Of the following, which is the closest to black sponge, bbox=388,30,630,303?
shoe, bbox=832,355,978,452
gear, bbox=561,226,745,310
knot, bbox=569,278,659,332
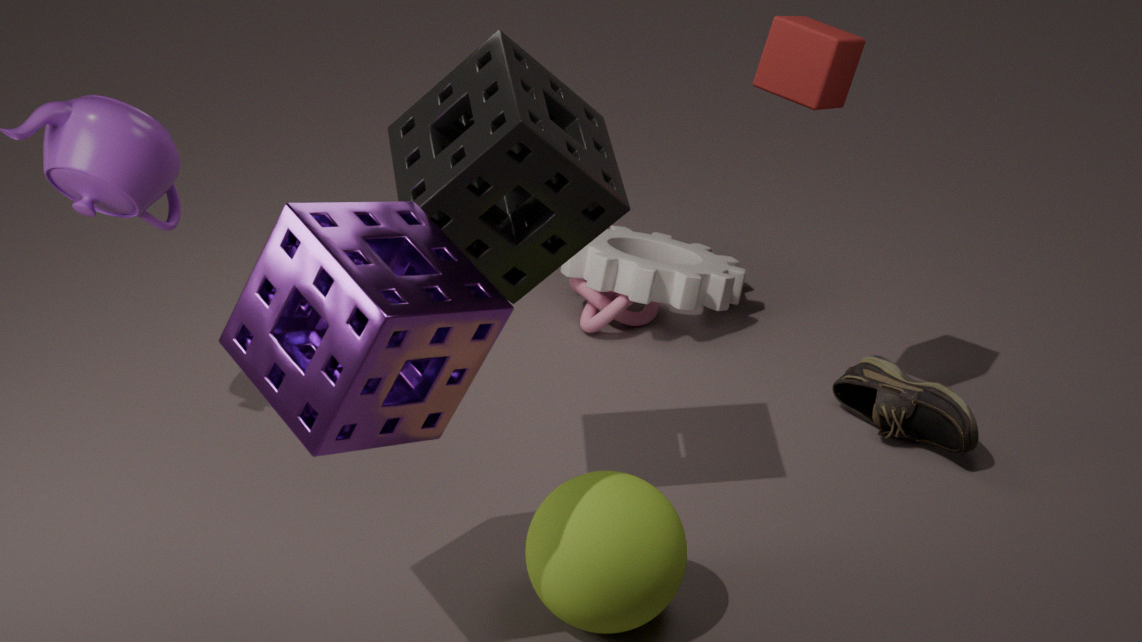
gear, bbox=561,226,745,310
